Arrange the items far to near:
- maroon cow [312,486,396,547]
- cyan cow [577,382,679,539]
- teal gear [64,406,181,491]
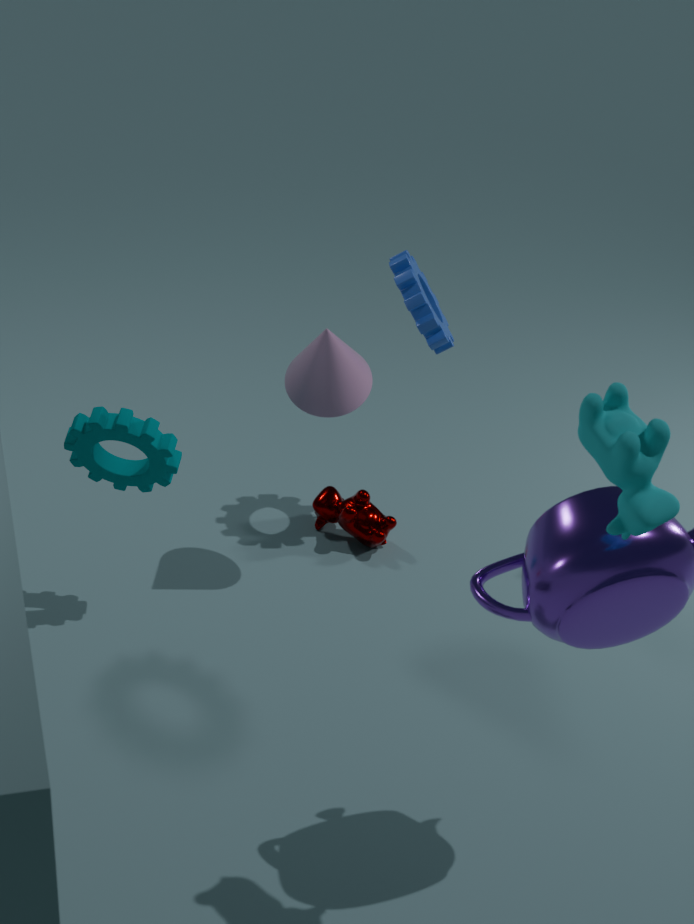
maroon cow [312,486,396,547], teal gear [64,406,181,491], cyan cow [577,382,679,539]
